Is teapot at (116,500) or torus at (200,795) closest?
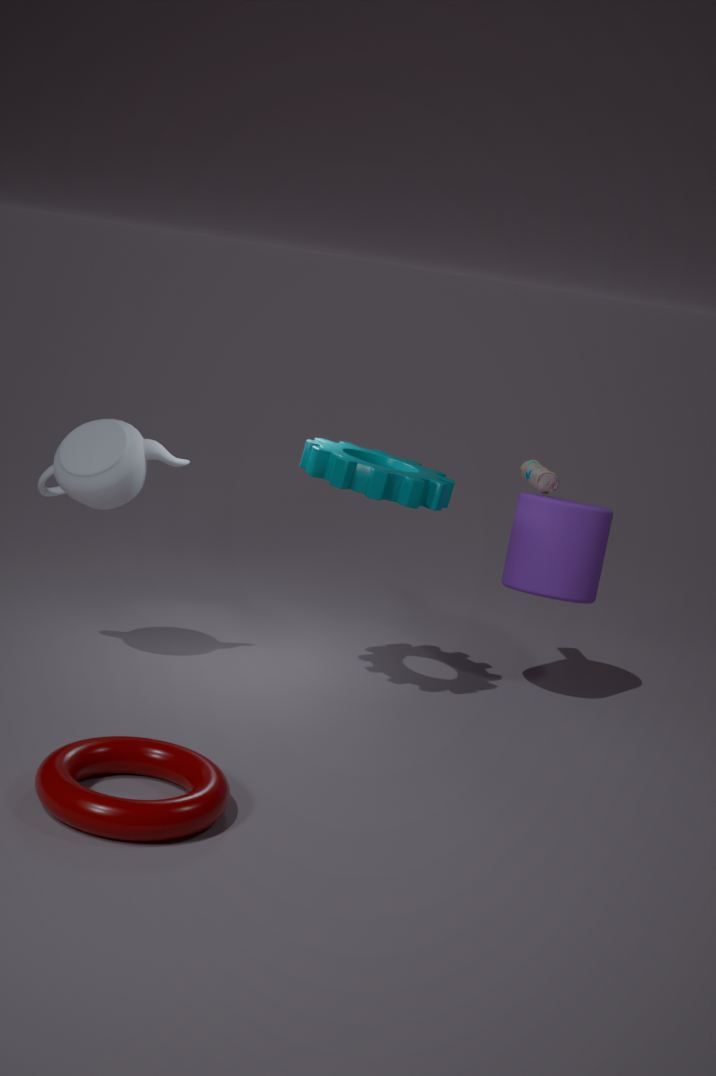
torus at (200,795)
